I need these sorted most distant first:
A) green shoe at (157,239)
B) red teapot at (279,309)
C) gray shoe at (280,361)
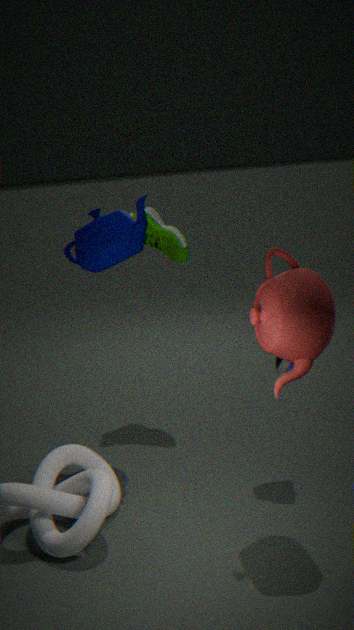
green shoe at (157,239)
gray shoe at (280,361)
red teapot at (279,309)
